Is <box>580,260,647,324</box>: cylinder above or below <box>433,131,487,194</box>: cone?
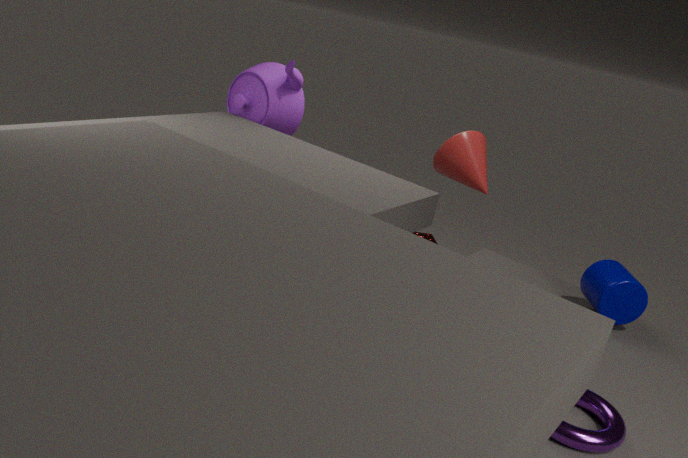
below
